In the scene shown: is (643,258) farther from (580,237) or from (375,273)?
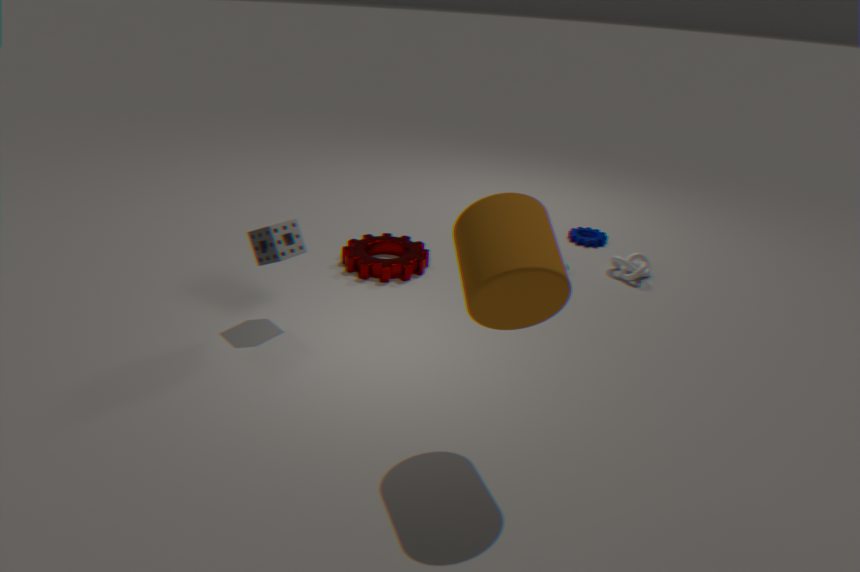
(375,273)
